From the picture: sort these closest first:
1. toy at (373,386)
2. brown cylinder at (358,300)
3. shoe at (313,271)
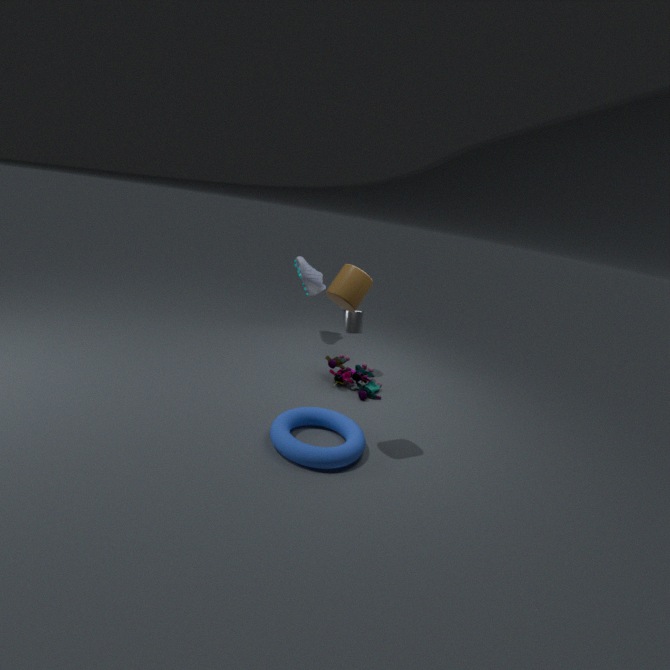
brown cylinder at (358,300)
toy at (373,386)
shoe at (313,271)
